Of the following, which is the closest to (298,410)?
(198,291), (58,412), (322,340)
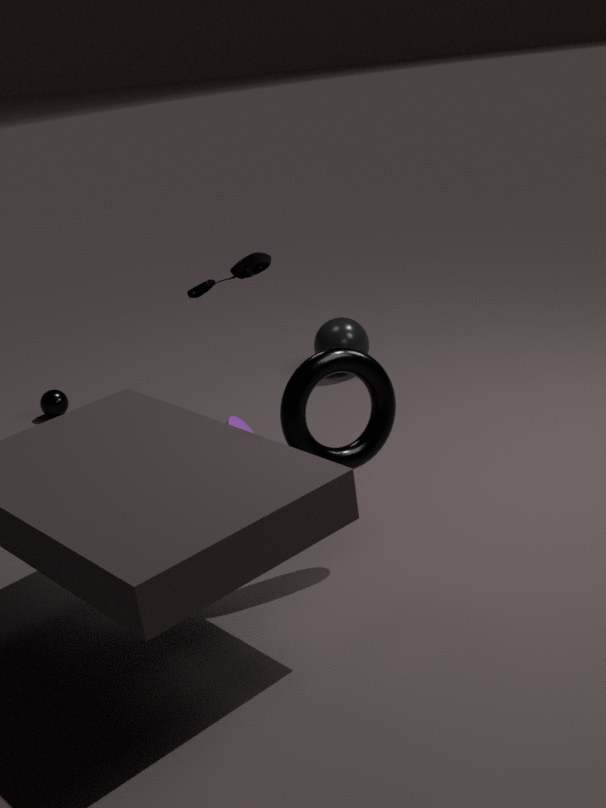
(198,291)
